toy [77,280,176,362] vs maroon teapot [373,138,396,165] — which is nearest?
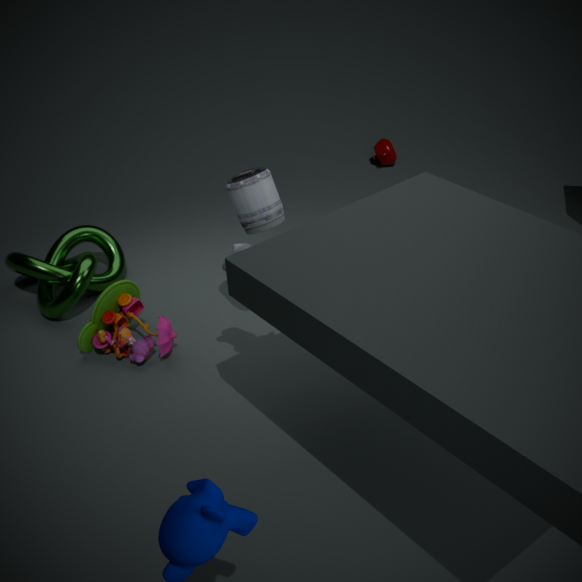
toy [77,280,176,362]
